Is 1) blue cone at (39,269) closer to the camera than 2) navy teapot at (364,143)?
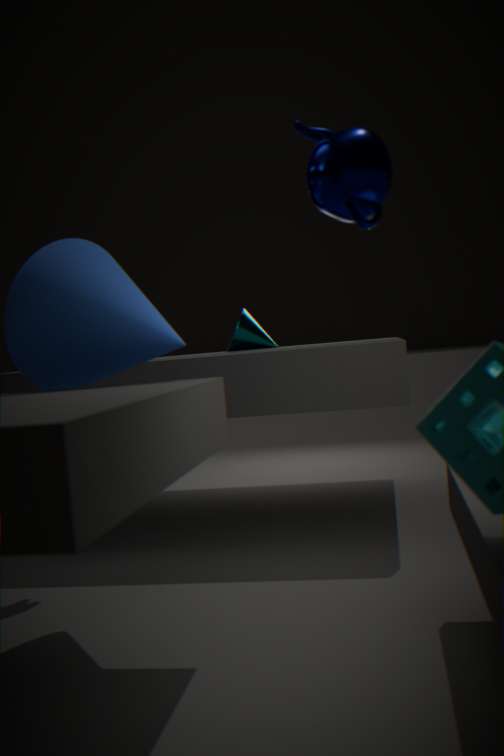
No
